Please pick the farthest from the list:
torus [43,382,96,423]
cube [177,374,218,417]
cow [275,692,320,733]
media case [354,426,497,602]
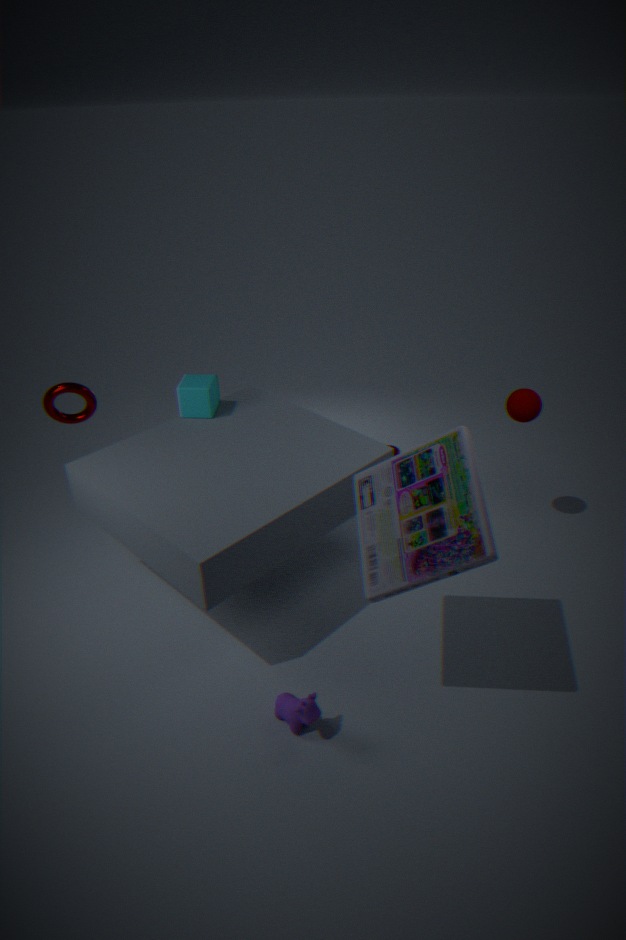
cube [177,374,218,417]
